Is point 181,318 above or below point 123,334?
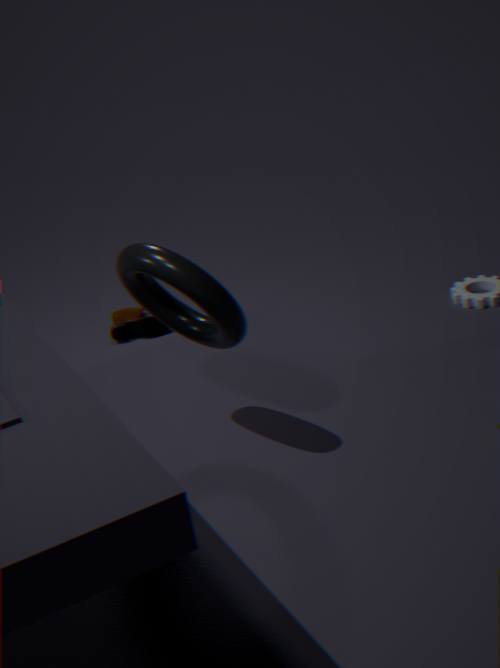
above
